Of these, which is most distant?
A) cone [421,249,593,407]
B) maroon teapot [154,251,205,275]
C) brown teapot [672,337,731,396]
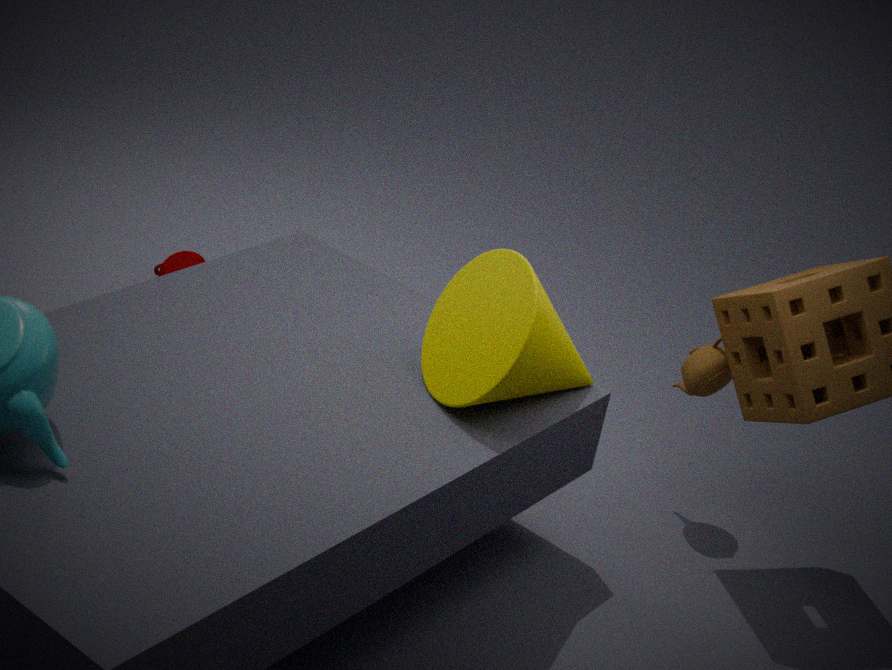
B. maroon teapot [154,251,205,275]
